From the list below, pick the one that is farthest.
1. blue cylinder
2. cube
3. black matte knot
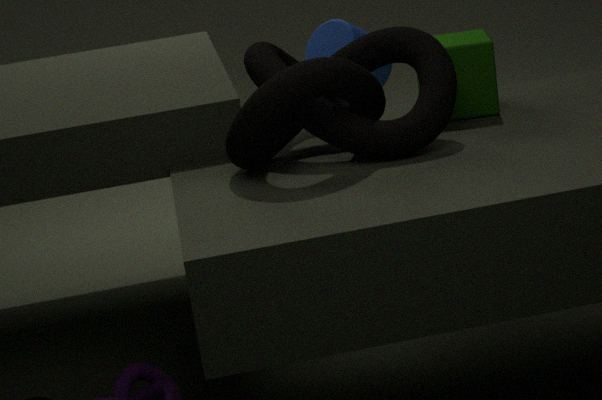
blue cylinder
